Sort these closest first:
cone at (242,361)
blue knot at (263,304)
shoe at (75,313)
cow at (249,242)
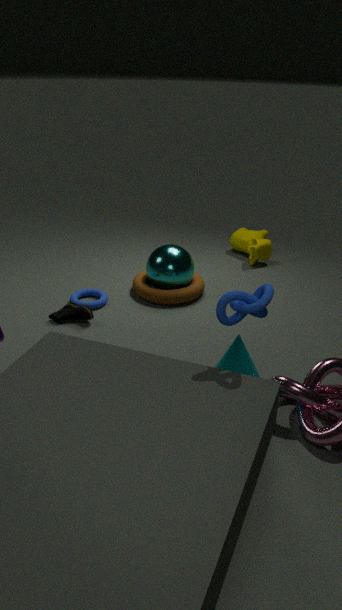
blue knot at (263,304), cone at (242,361), shoe at (75,313), cow at (249,242)
